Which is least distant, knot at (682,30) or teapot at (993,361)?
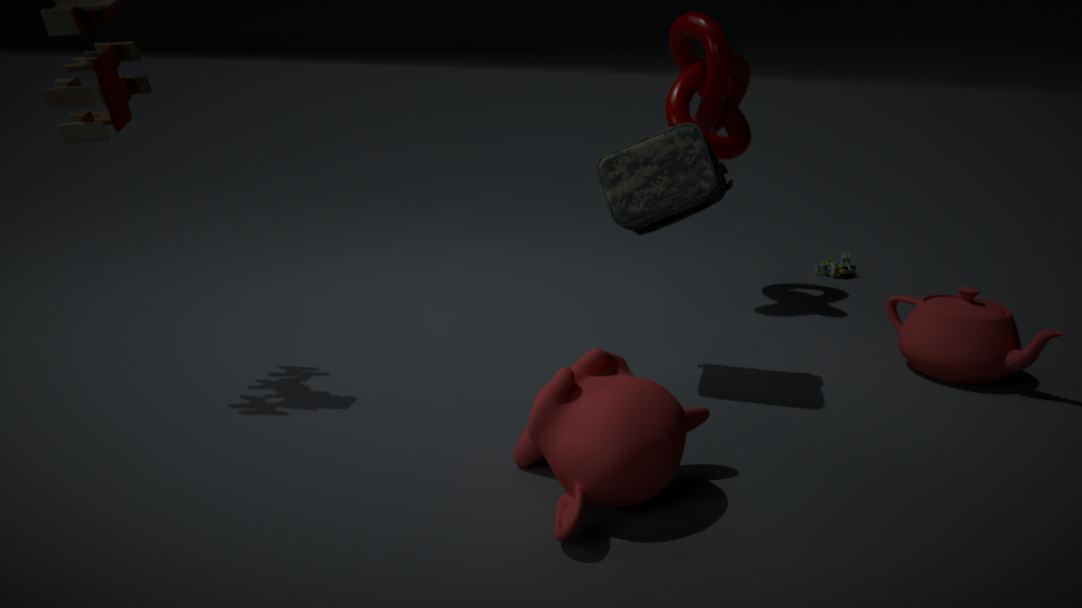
teapot at (993,361)
